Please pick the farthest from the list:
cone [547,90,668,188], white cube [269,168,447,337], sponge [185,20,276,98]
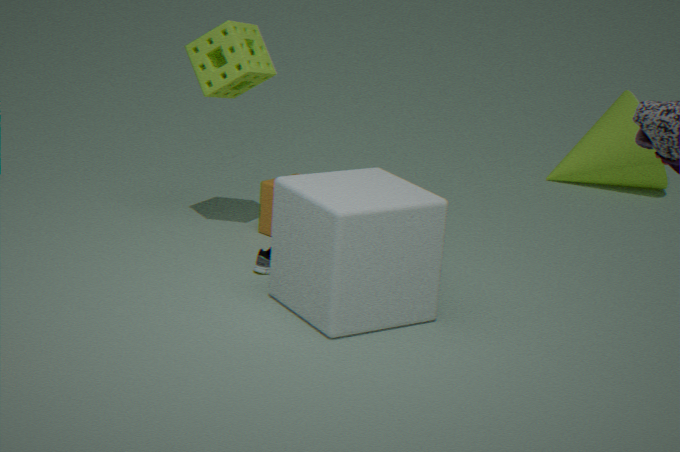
cone [547,90,668,188]
